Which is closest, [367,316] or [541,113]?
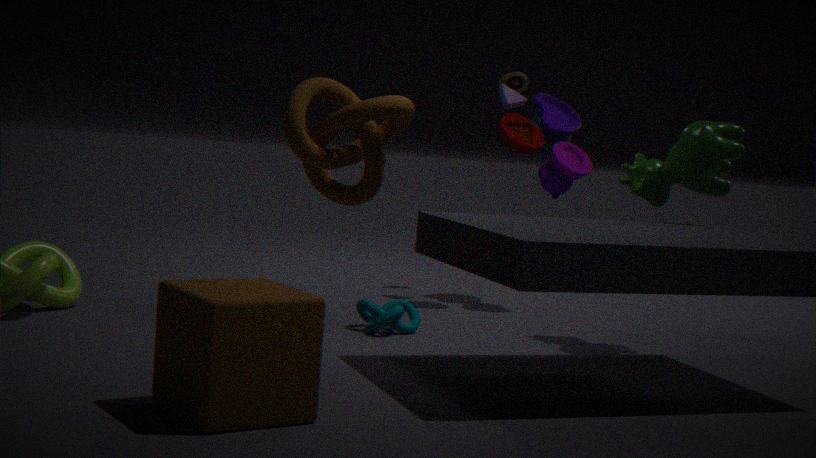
[367,316]
